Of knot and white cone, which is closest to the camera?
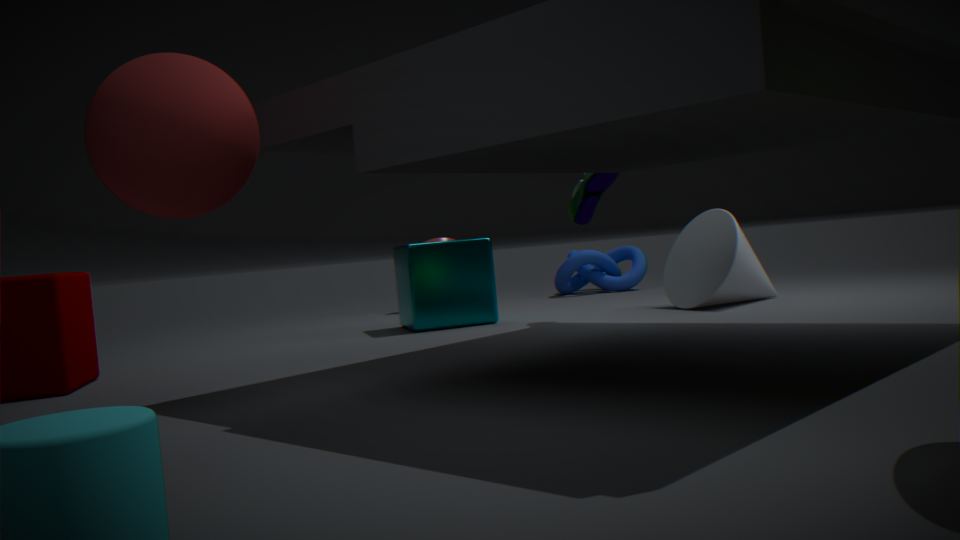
white cone
